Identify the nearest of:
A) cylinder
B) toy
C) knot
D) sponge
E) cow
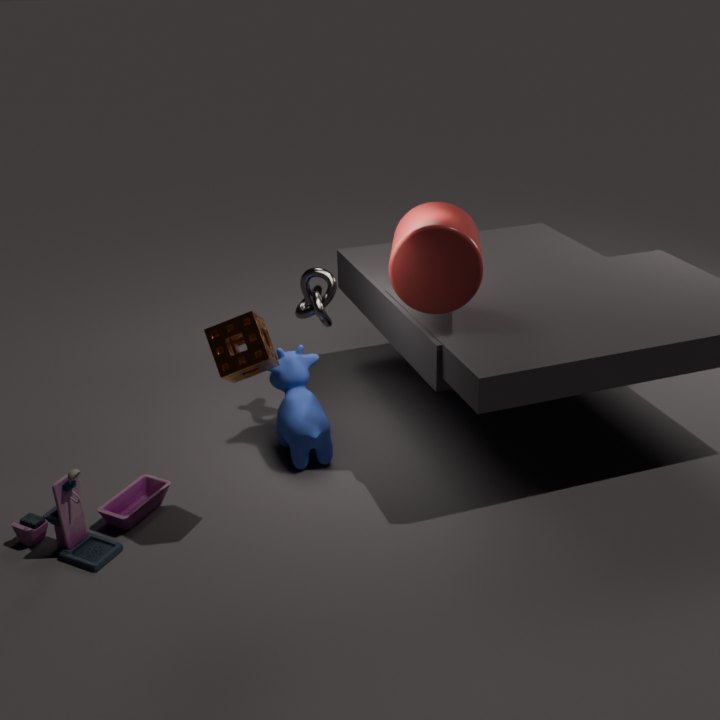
sponge
